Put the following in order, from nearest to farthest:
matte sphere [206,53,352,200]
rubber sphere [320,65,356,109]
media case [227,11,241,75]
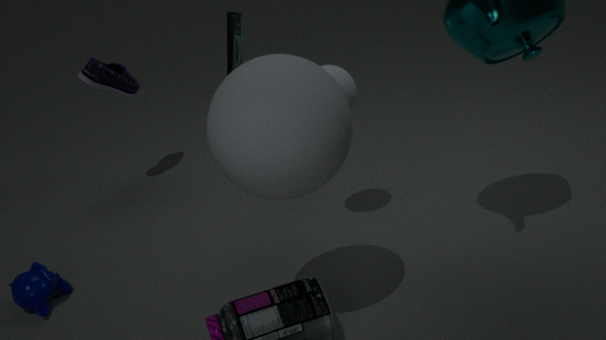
1. matte sphere [206,53,352,200]
2. rubber sphere [320,65,356,109]
3. media case [227,11,241,75]
